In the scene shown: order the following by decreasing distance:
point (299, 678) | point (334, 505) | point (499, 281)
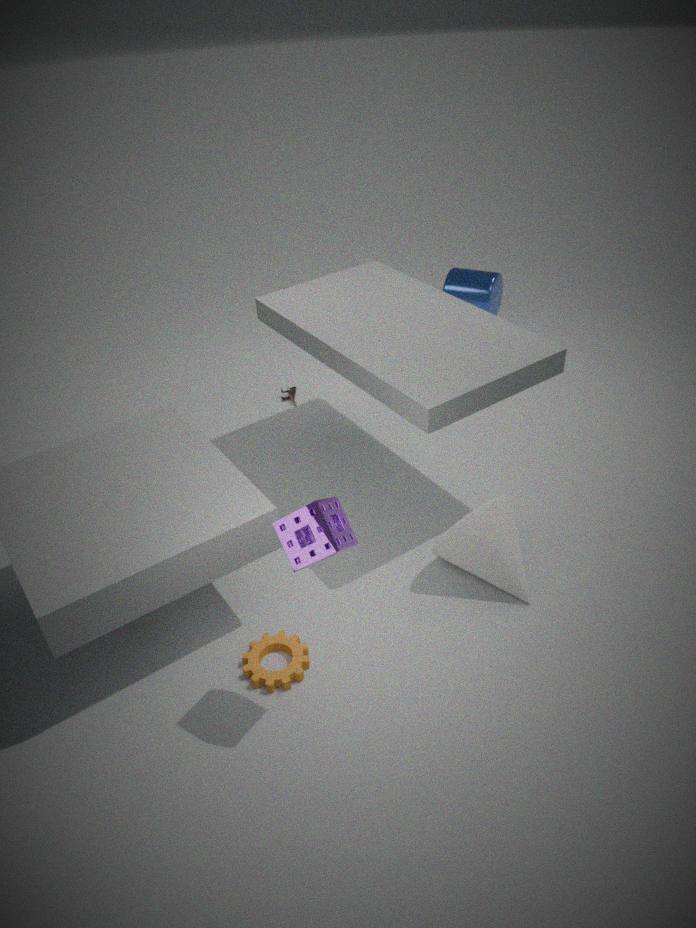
point (499, 281), point (299, 678), point (334, 505)
